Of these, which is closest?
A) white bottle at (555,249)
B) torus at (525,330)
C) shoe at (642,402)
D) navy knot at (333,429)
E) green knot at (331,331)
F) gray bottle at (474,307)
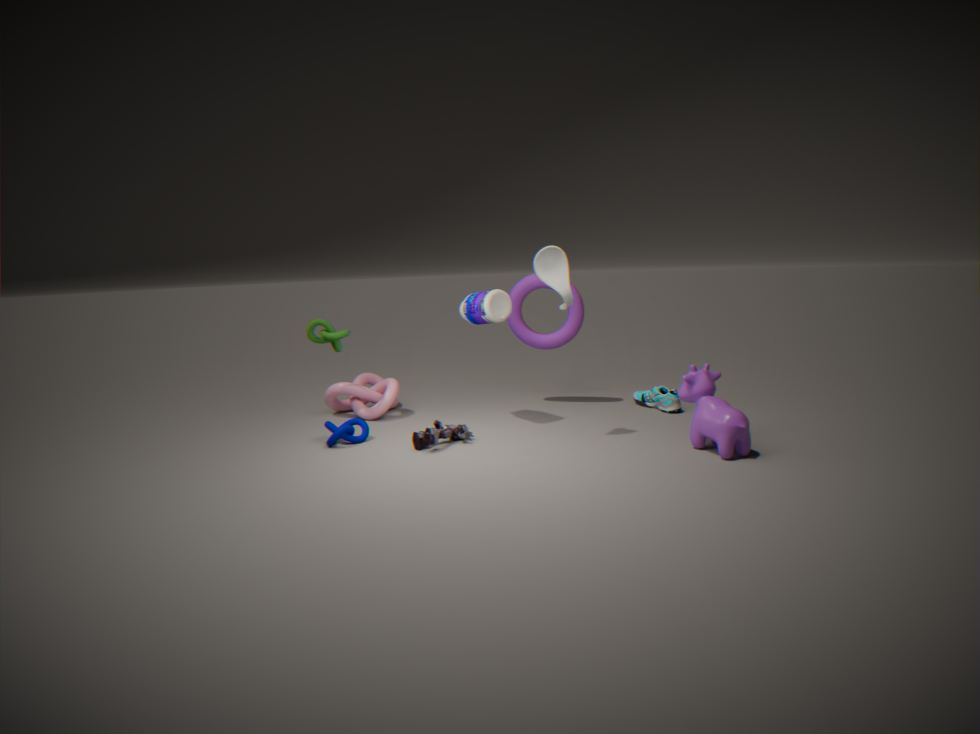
A. white bottle at (555,249)
